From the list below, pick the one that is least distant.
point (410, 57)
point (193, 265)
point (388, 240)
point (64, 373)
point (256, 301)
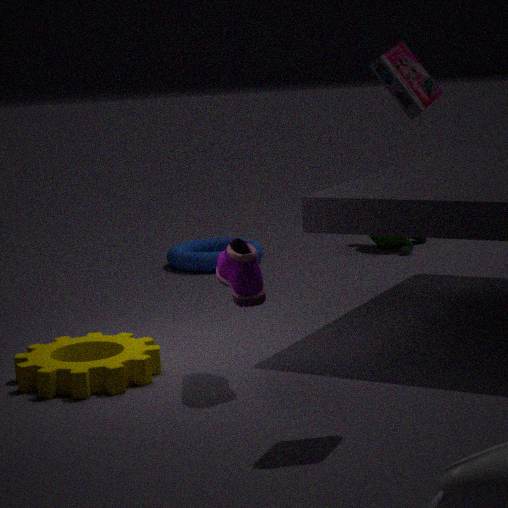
point (410, 57)
